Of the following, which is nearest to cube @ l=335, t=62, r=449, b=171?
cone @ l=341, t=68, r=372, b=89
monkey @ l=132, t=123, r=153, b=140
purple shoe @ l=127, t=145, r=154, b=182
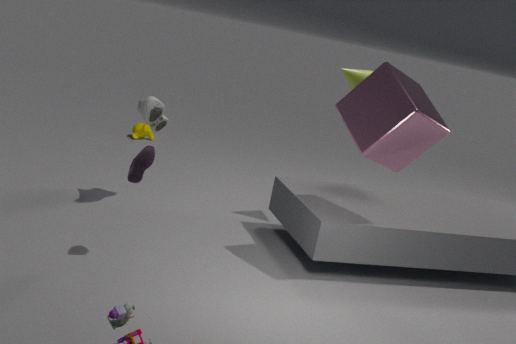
cone @ l=341, t=68, r=372, b=89
